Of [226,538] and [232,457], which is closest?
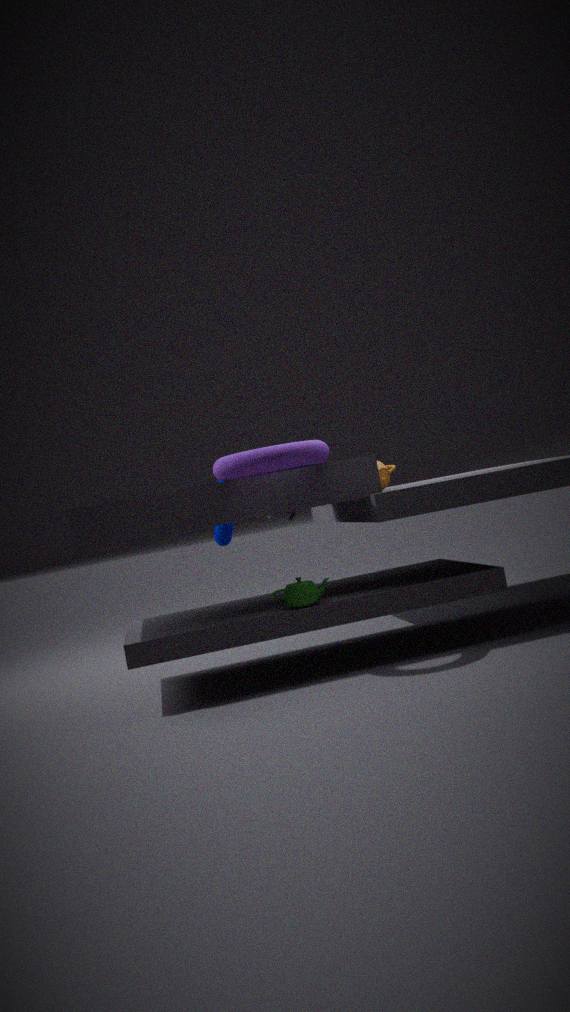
[232,457]
